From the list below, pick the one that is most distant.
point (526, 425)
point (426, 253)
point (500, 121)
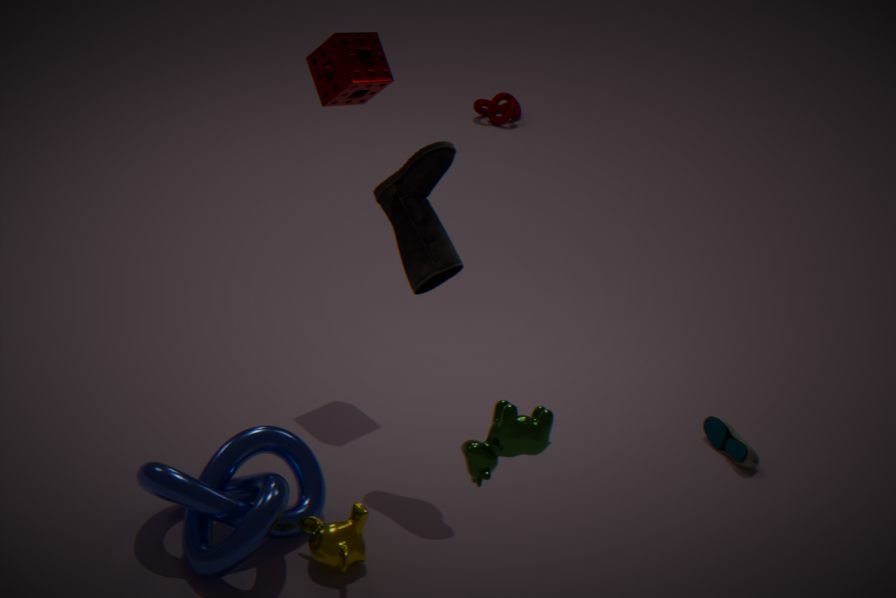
point (500, 121)
